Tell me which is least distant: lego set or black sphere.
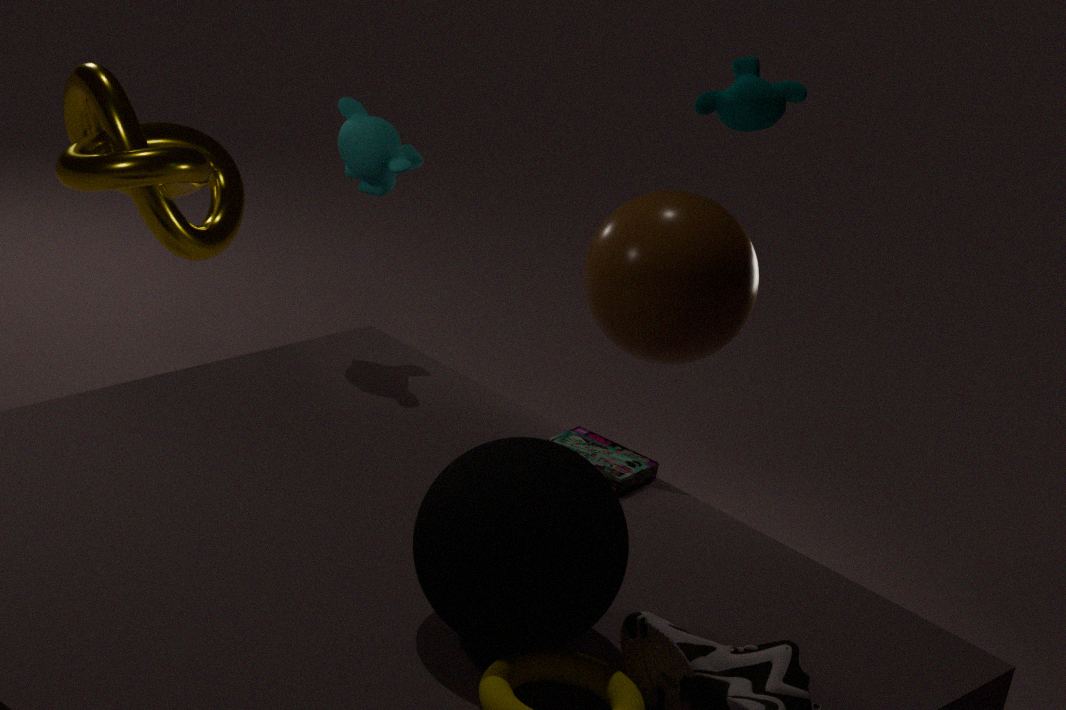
black sphere
